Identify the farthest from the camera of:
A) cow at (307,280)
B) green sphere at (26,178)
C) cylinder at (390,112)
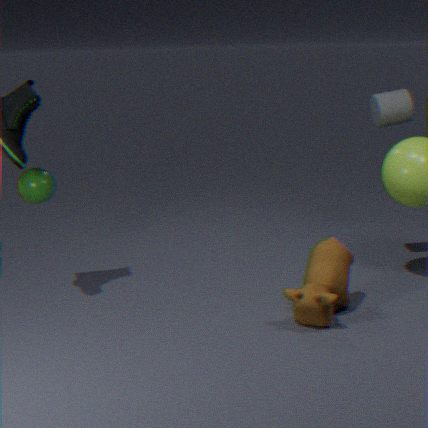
cylinder at (390,112)
